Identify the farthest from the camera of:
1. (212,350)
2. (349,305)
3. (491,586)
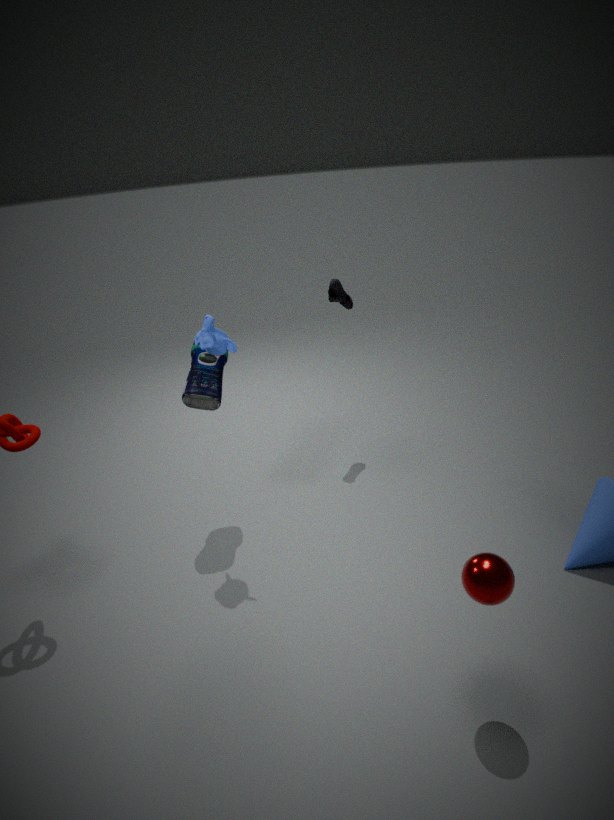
(349,305)
